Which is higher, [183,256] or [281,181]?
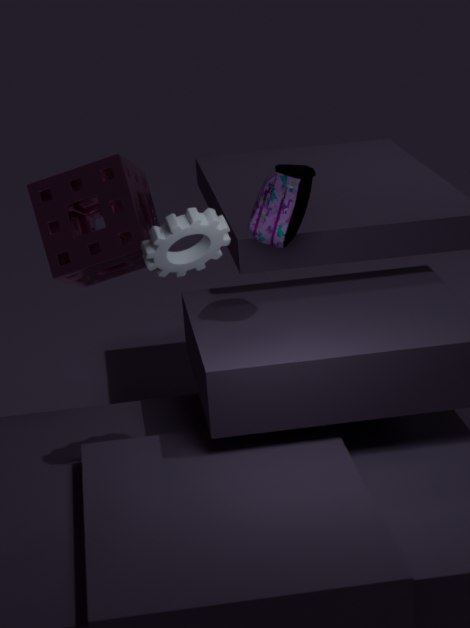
[281,181]
